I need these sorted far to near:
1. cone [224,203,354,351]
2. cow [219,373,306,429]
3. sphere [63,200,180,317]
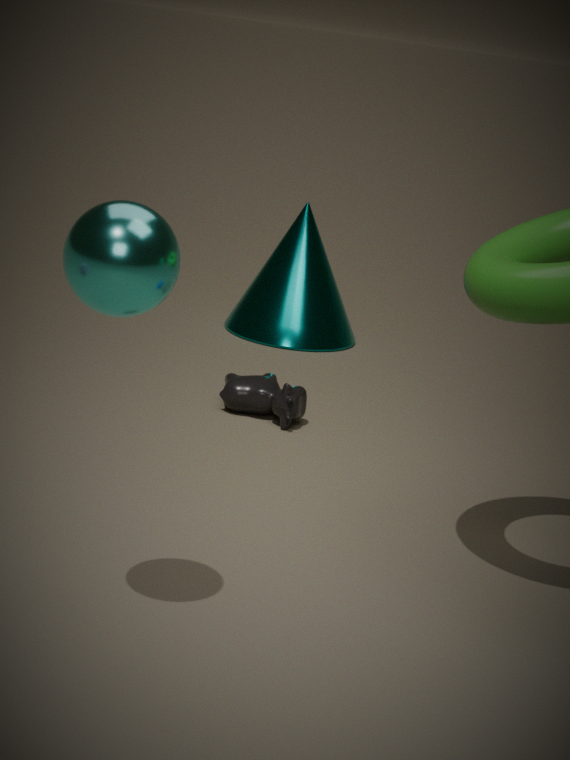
cone [224,203,354,351] < cow [219,373,306,429] < sphere [63,200,180,317]
